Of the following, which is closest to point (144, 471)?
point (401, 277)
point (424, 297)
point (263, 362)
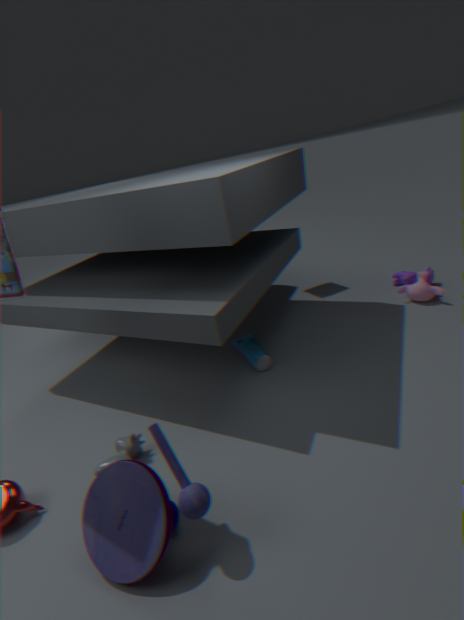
point (263, 362)
